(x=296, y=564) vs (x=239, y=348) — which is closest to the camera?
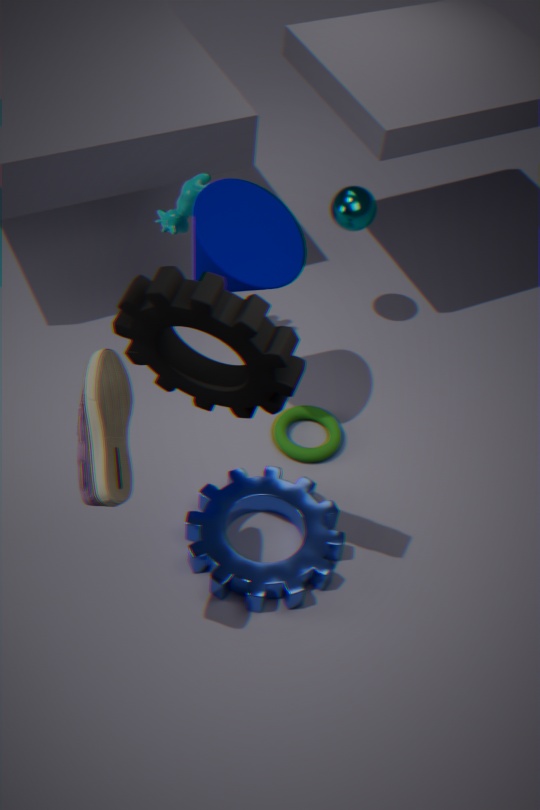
(x=239, y=348)
